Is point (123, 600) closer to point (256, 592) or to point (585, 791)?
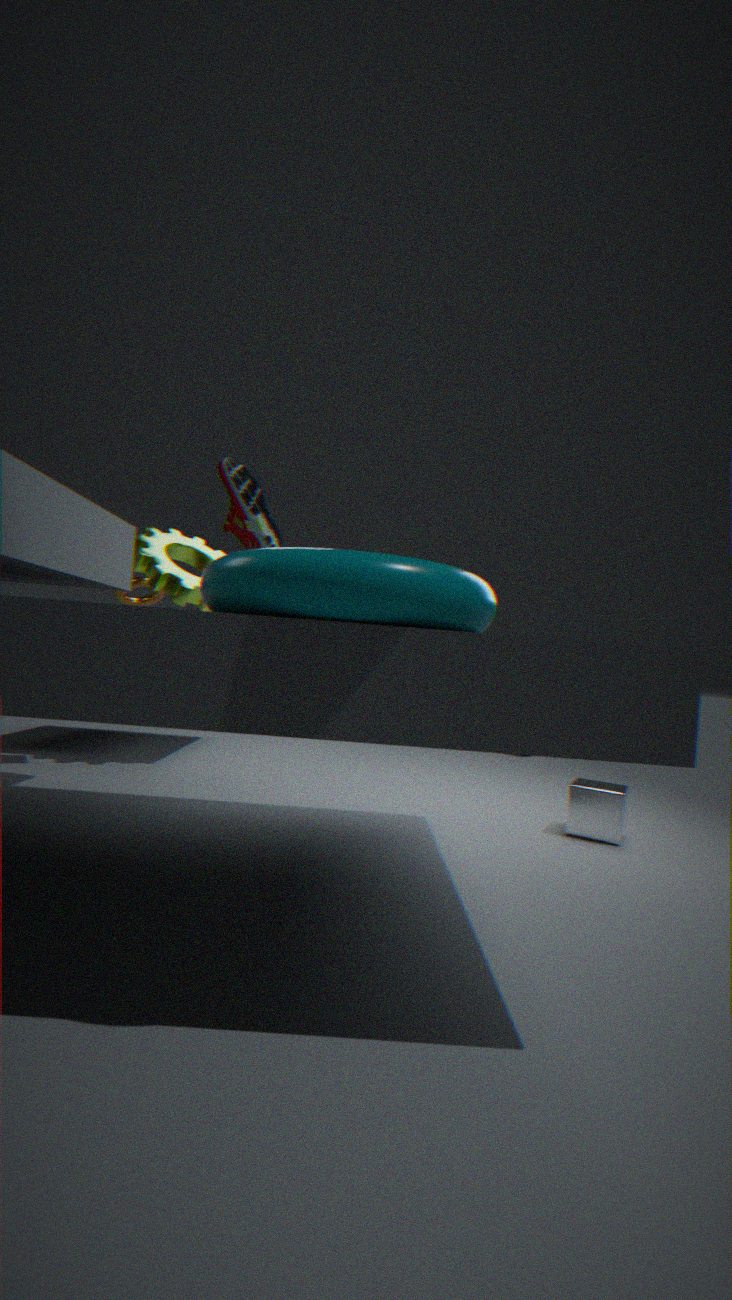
point (256, 592)
